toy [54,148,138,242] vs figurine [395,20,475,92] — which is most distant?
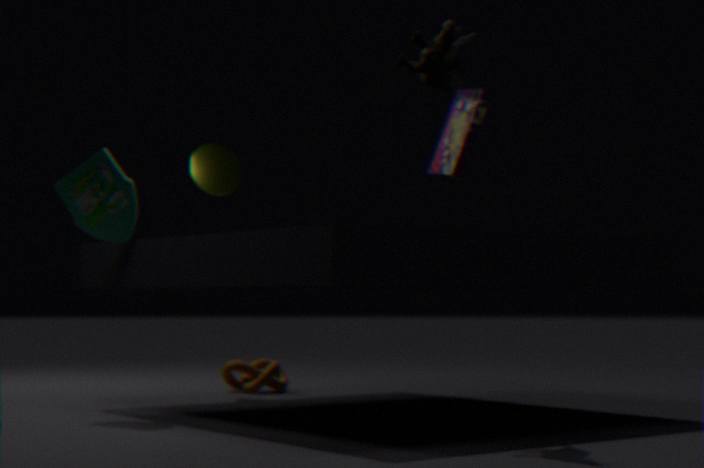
toy [54,148,138,242]
